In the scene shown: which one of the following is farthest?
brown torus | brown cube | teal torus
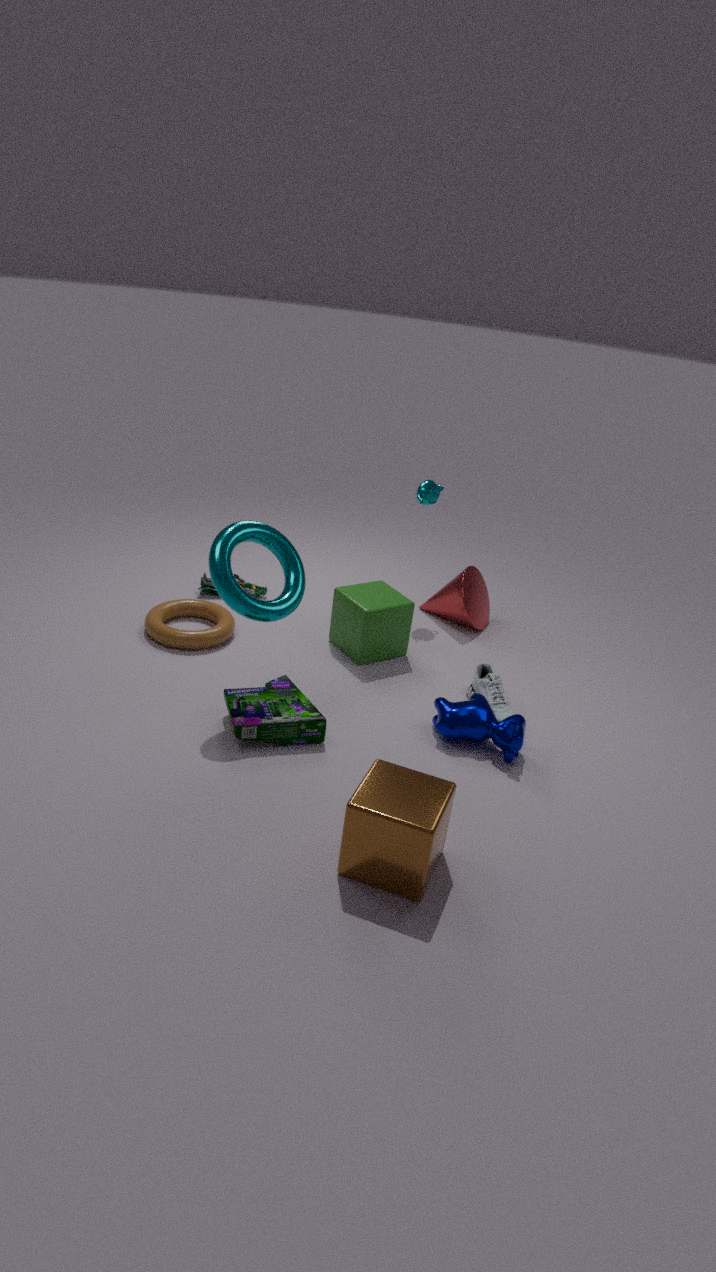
brown torus
